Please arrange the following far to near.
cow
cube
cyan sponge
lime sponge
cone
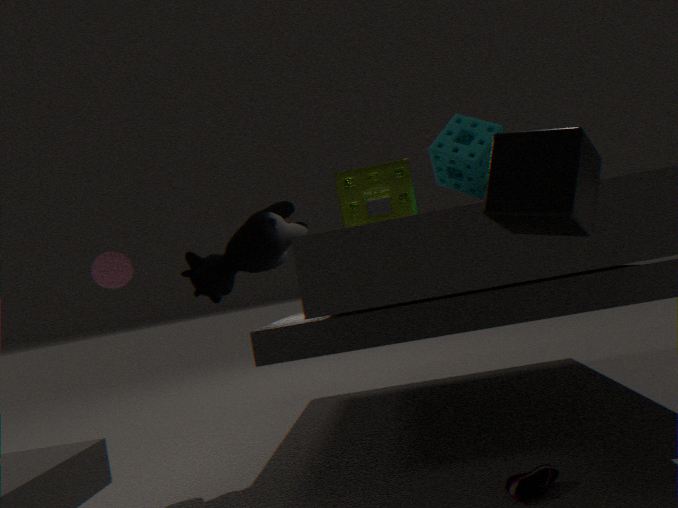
cone
lime sponge
cow
cyan sponge
cube
